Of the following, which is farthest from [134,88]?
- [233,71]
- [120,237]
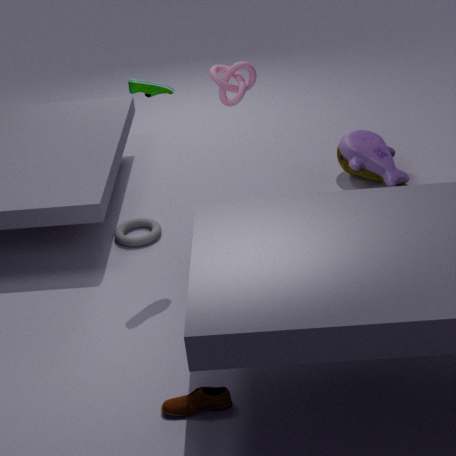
[120,237]
